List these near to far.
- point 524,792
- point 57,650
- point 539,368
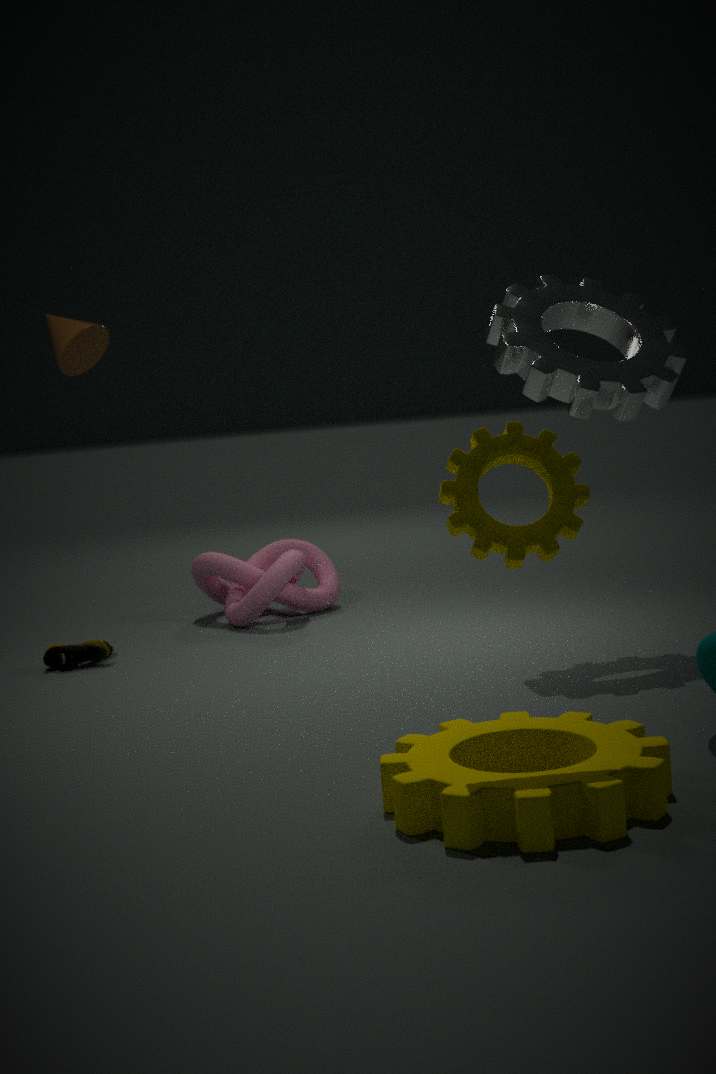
point 524,792
point 539,368
point 57,650
